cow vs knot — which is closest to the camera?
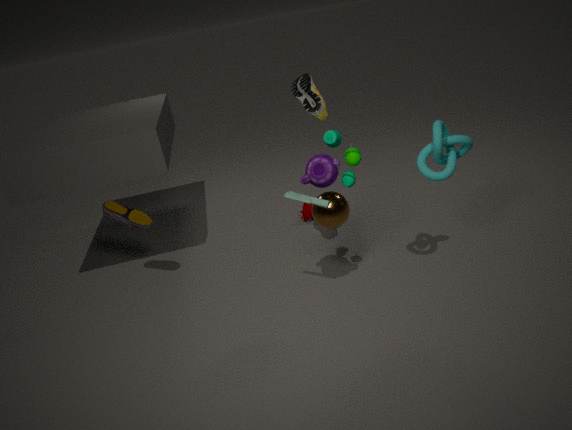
knot
